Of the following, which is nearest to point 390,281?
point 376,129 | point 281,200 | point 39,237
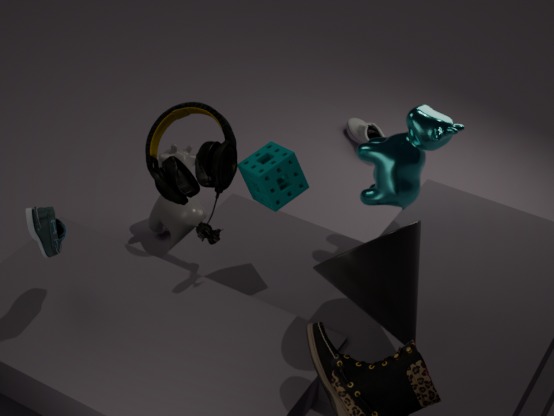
point 281,200
